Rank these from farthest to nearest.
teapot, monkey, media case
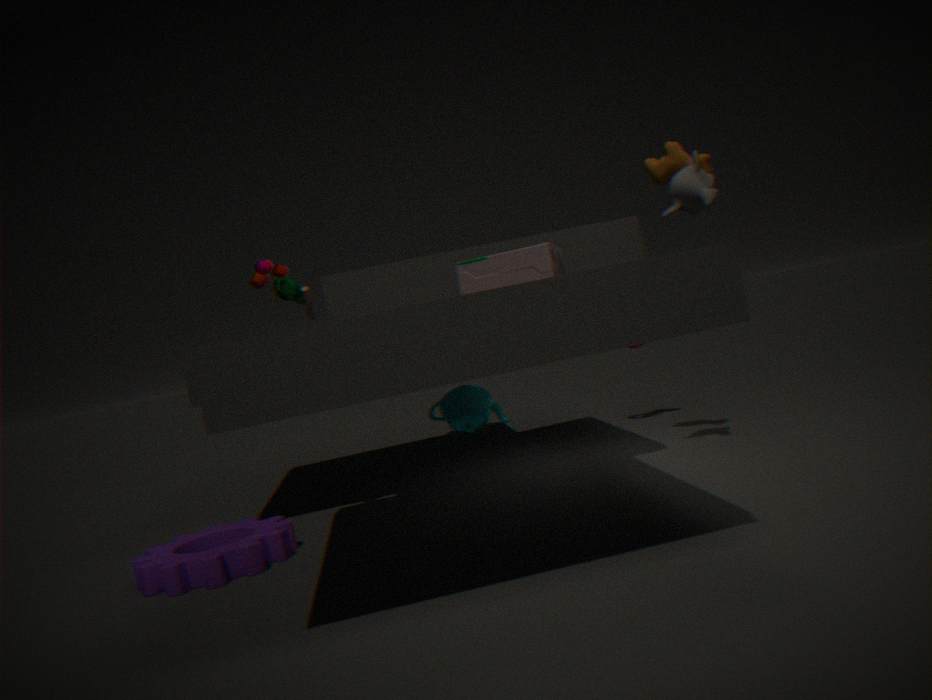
teapot → monkey → media case
